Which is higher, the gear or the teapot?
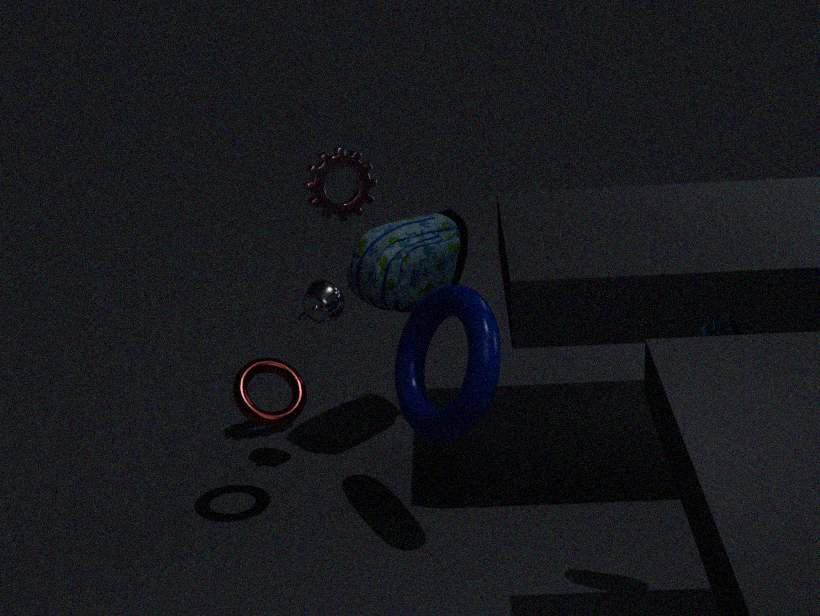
the gear
